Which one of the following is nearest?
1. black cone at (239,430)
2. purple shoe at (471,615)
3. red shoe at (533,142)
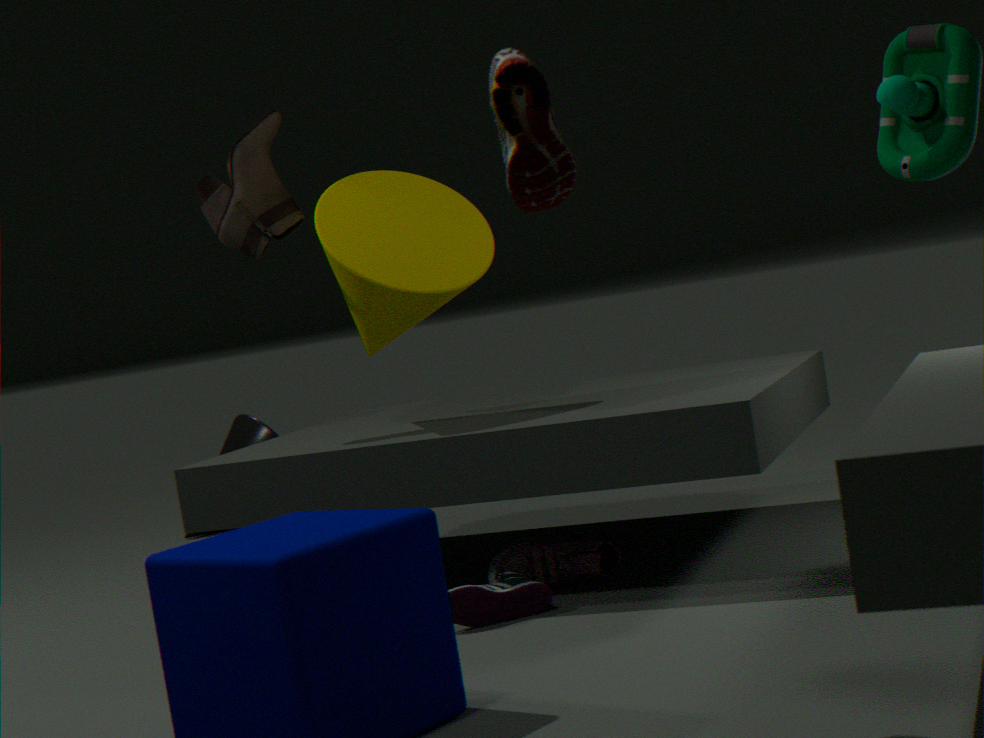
red shoe at (533,142)
